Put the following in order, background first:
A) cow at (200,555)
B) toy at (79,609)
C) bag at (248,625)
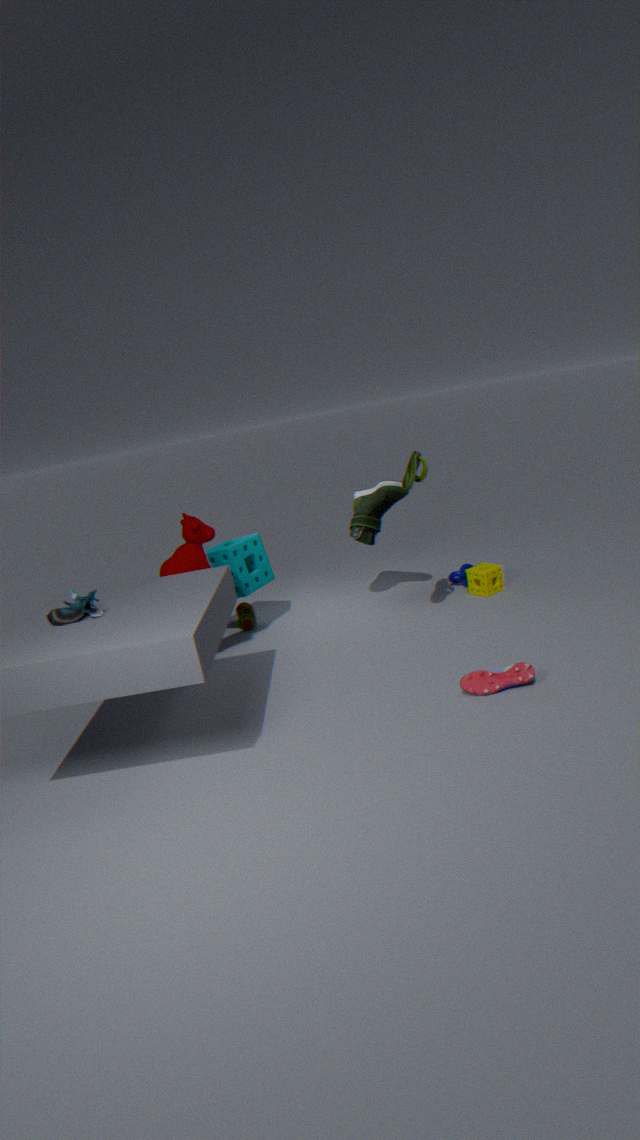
bag at (248,625), cow at (200,555), toy at (79,609)
